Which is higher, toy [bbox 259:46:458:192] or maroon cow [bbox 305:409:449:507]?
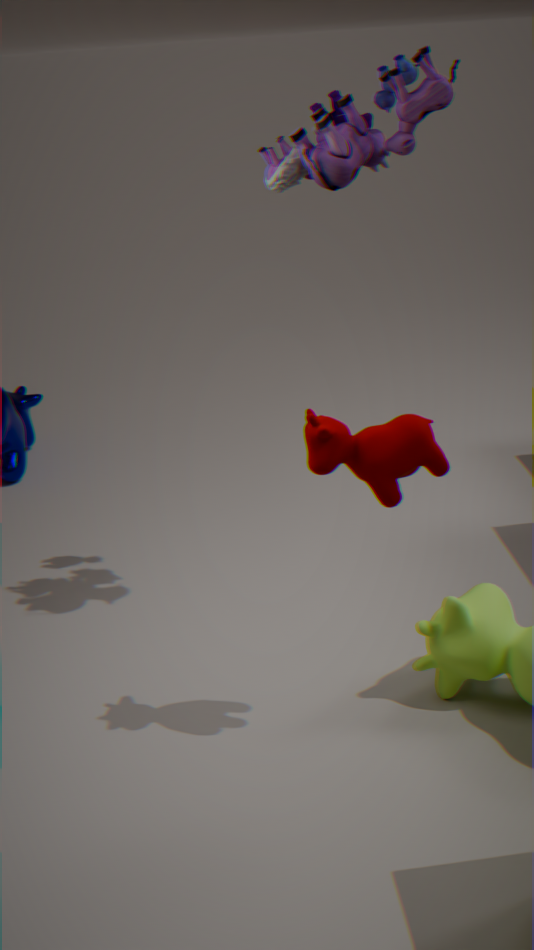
toy [bbox 259:46:458:192]
